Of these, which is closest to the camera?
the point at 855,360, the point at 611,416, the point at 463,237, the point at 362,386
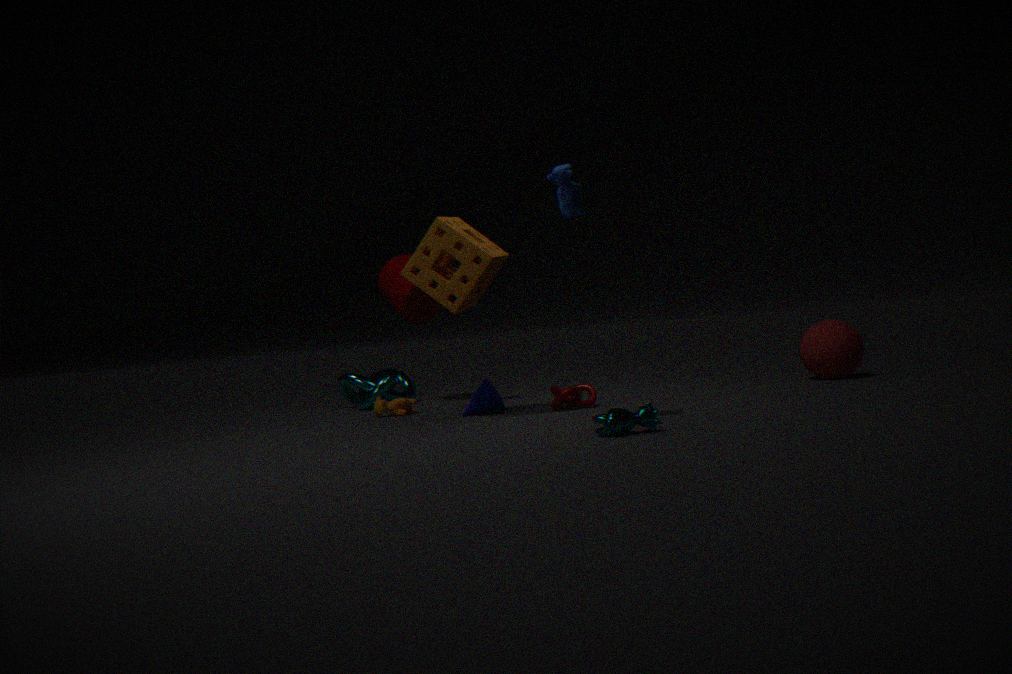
the point at 611,416
